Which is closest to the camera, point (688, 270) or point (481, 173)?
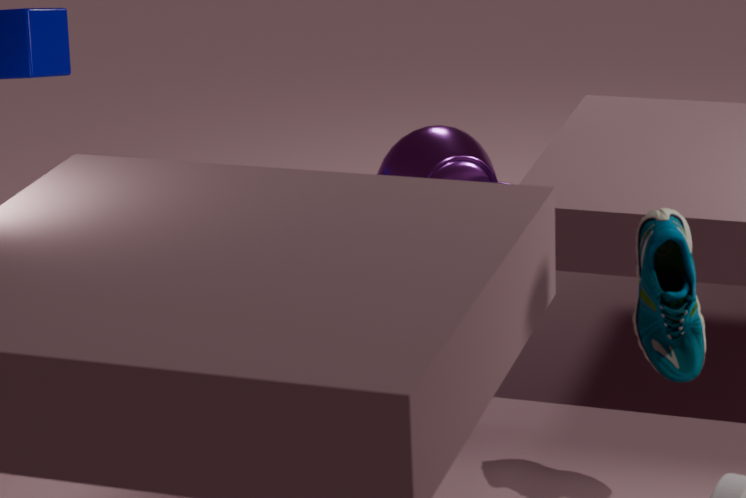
point (688, 270)
